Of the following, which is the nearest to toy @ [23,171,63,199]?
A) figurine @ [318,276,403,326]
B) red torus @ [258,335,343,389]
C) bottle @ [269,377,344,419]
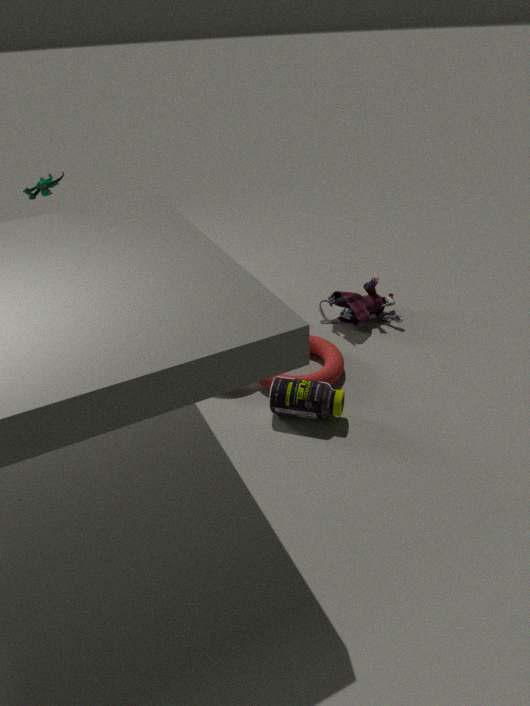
red torus @ [258,335,343,389]
